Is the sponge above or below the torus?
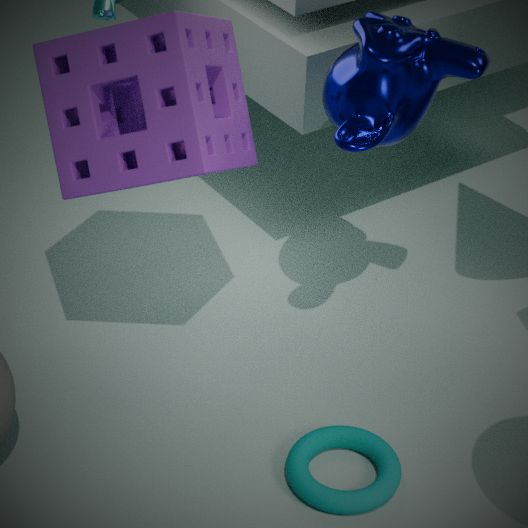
above
